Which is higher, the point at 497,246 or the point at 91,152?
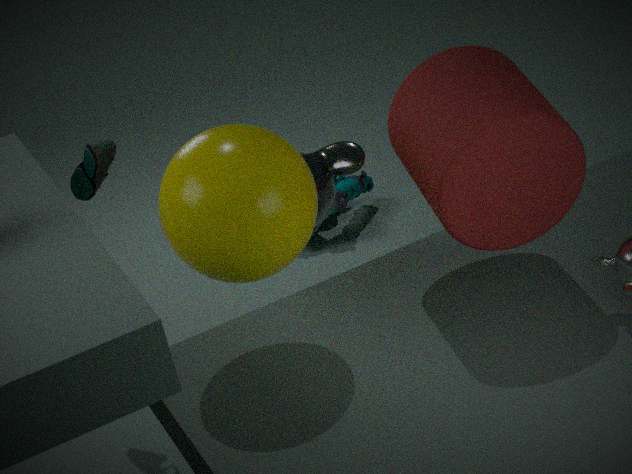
the point at 497,246
